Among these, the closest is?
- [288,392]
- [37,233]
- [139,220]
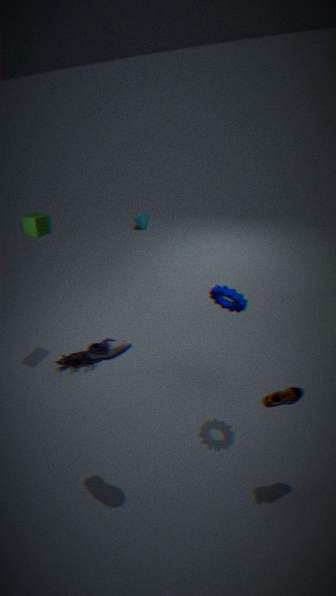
[288,392]
